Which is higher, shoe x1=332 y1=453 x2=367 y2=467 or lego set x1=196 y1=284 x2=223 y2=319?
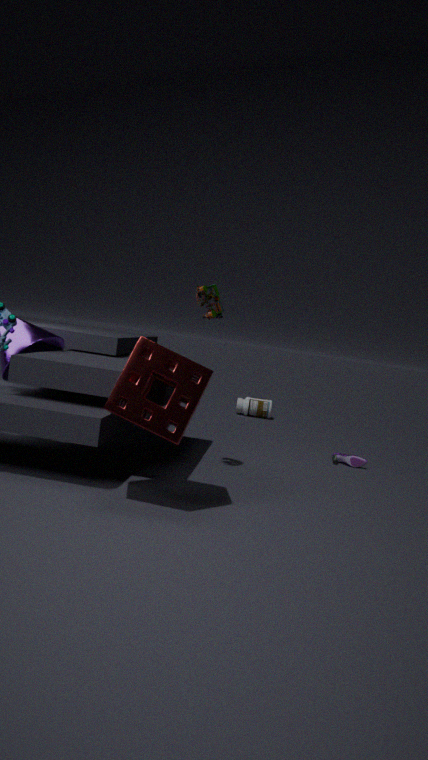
lego set x1=196 y1=284 x2=223 y2=319
